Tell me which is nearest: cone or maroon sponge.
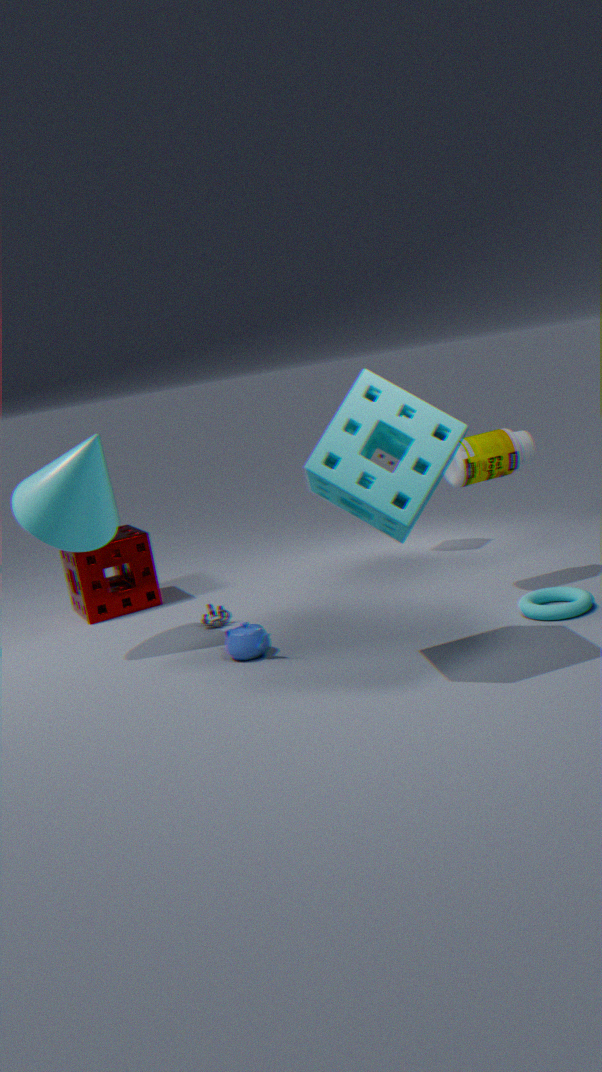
cone
